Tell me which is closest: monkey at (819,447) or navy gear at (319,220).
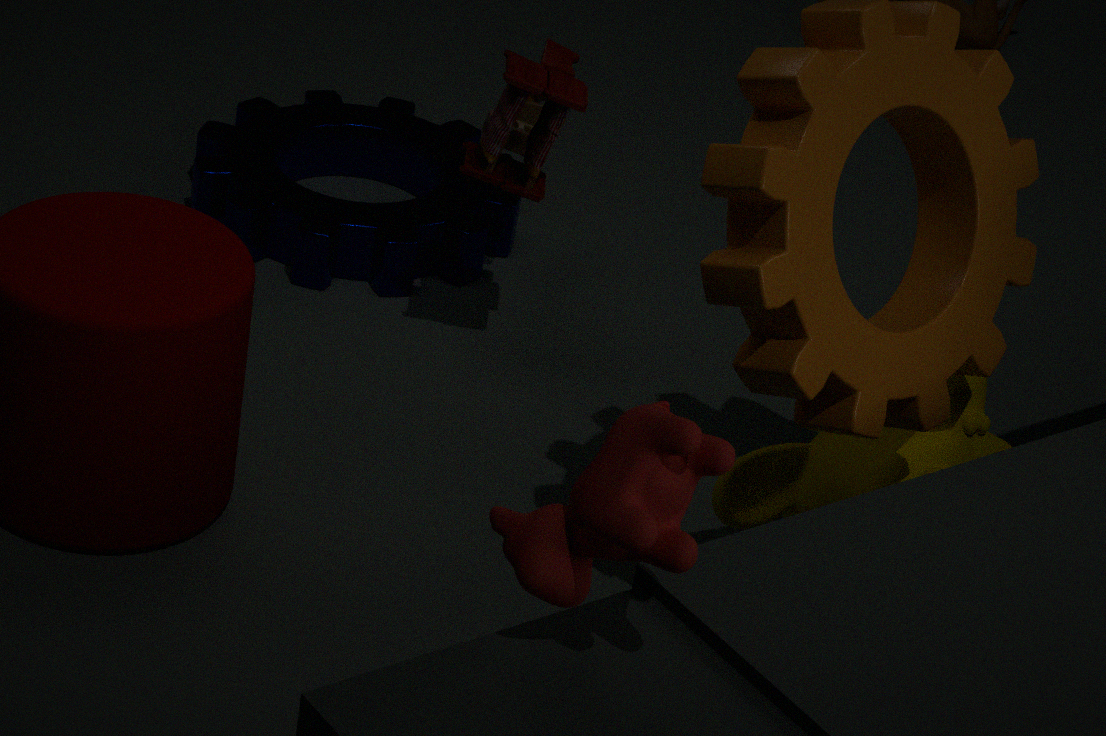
monkey at (819,447)
